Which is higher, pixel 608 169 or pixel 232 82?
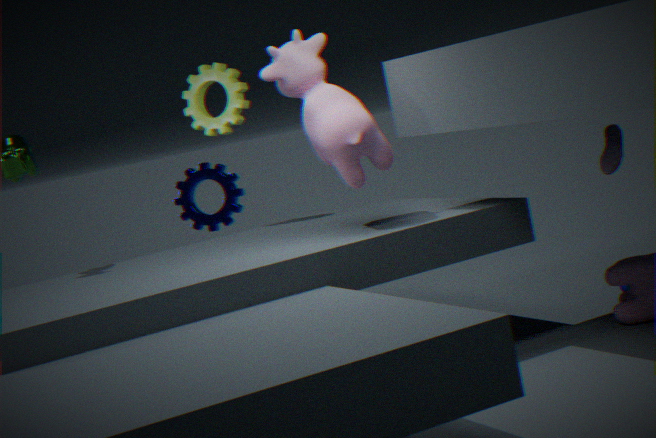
pixel 232 82
